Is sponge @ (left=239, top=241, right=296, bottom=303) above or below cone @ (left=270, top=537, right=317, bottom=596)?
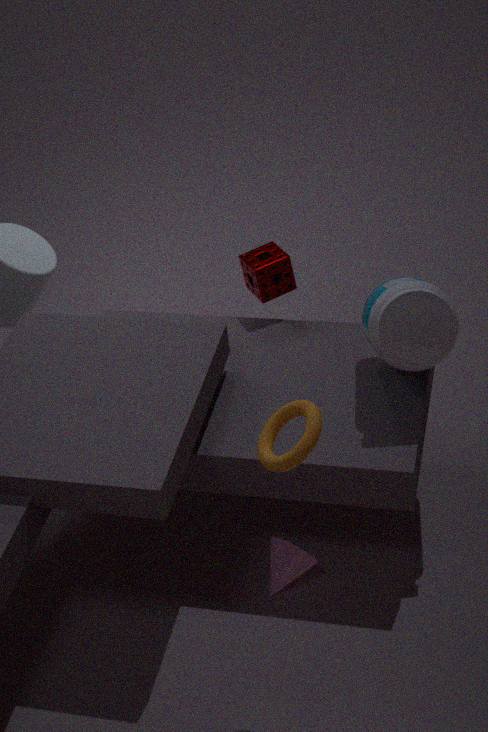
above
